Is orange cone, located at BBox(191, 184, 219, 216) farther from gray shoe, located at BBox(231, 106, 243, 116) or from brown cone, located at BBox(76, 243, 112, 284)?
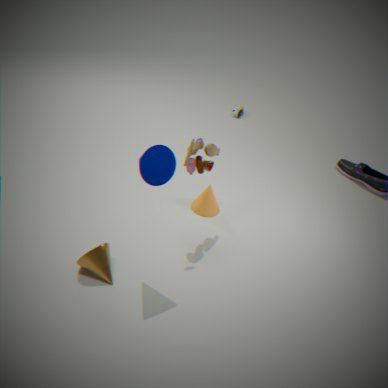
gray shoe, located at BBox(231, 106, 243, 116)
